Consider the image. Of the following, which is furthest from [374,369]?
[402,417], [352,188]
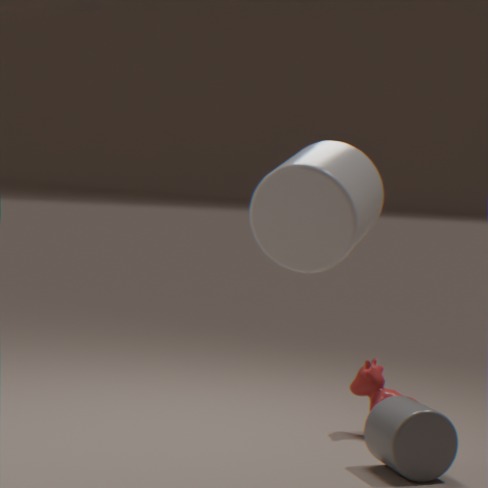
[352,188]
